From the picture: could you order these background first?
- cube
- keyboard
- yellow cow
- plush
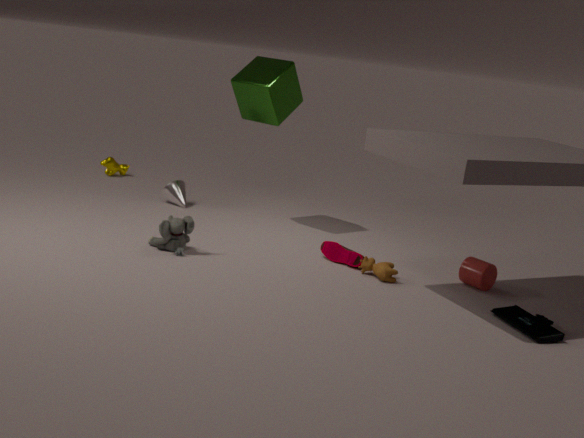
yellow cow
cube
plush
keyboard
